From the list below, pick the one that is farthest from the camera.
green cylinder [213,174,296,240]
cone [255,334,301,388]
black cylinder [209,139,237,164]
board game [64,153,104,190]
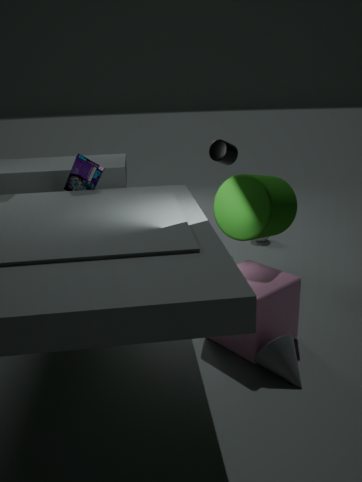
black cylinder [209,139,237,164]
